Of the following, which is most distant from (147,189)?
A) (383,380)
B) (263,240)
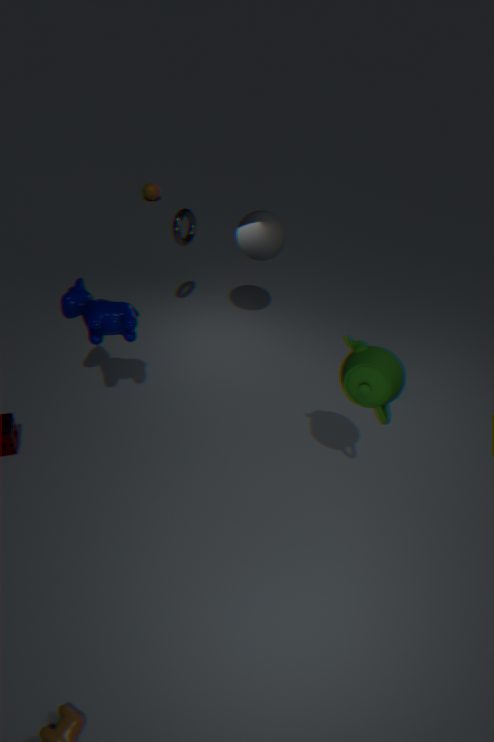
(383,380)
